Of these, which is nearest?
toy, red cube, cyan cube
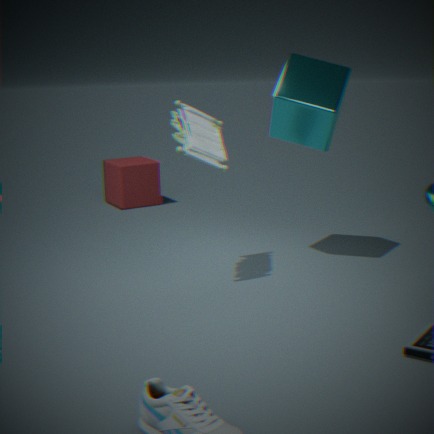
toy
